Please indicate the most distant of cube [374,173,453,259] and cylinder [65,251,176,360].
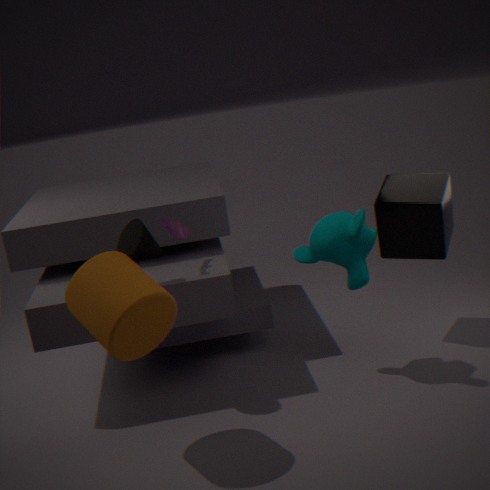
cube [374,173,453,259]
